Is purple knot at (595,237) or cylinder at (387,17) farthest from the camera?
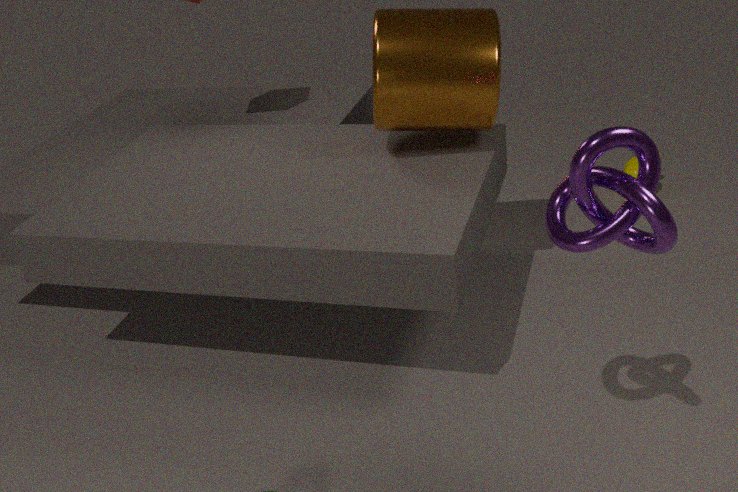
cylinder at (387,17)
